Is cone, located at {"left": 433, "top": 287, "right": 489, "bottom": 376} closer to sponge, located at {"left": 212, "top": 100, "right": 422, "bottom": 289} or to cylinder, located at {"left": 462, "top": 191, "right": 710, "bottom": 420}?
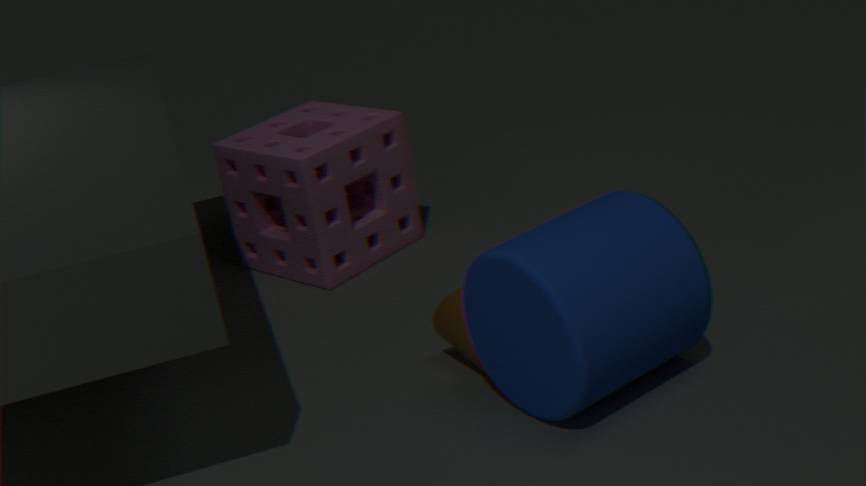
cylinder, located at {"left": 462, "top": 191, "right": 710, "bottom": 420}
